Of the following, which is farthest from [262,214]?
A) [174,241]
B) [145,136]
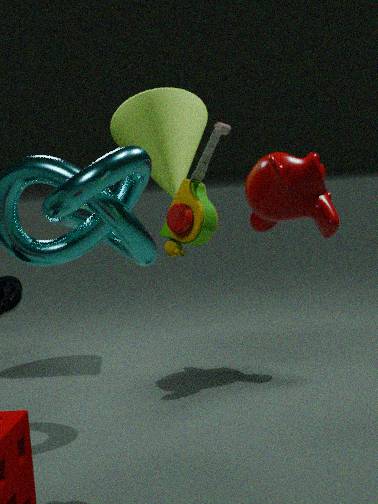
[174,241]
